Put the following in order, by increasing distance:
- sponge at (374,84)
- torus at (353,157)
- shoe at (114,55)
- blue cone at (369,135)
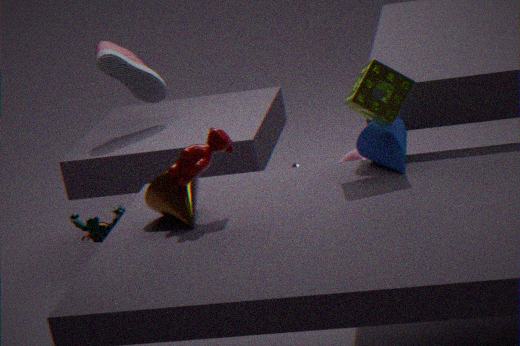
sponge at (374,84), blue cone at (369,135), torus at (353,157), shoe at (114,55)
